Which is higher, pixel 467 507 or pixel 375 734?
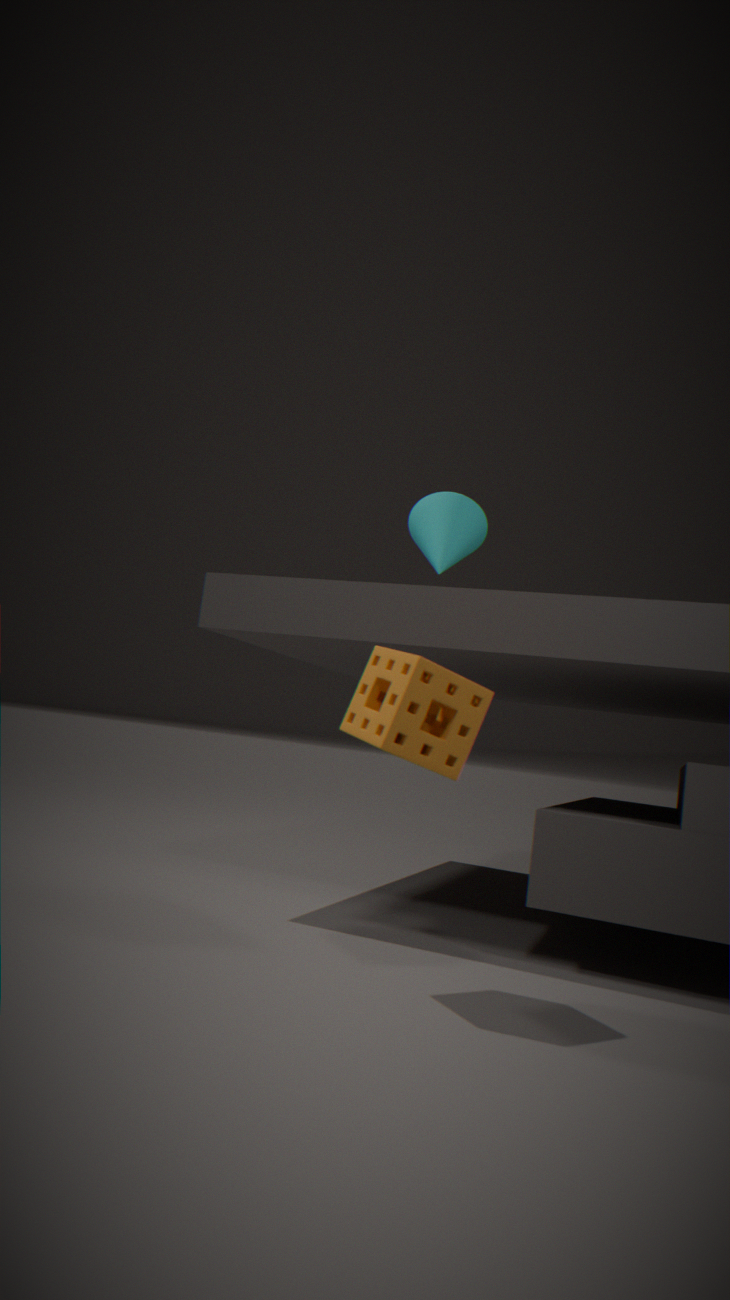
pixel 467 507
